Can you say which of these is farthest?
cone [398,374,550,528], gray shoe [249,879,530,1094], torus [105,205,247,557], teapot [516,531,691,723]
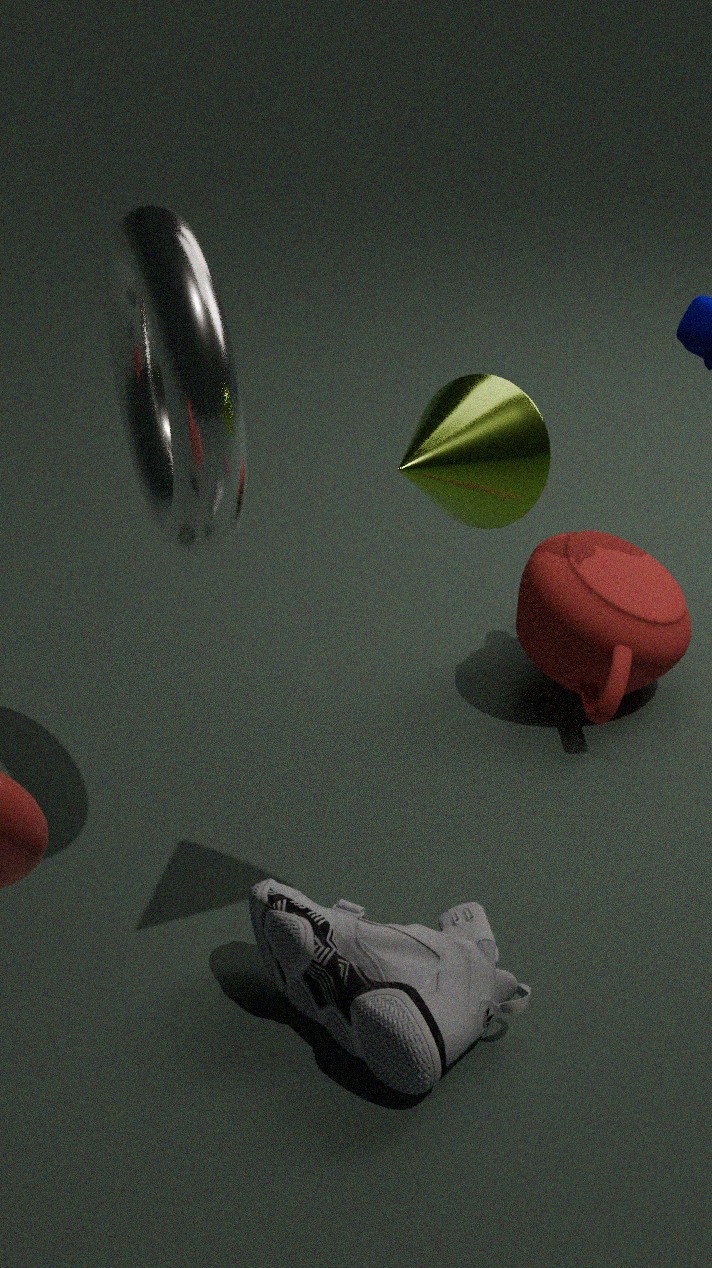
teapot [516,531,691,723]
